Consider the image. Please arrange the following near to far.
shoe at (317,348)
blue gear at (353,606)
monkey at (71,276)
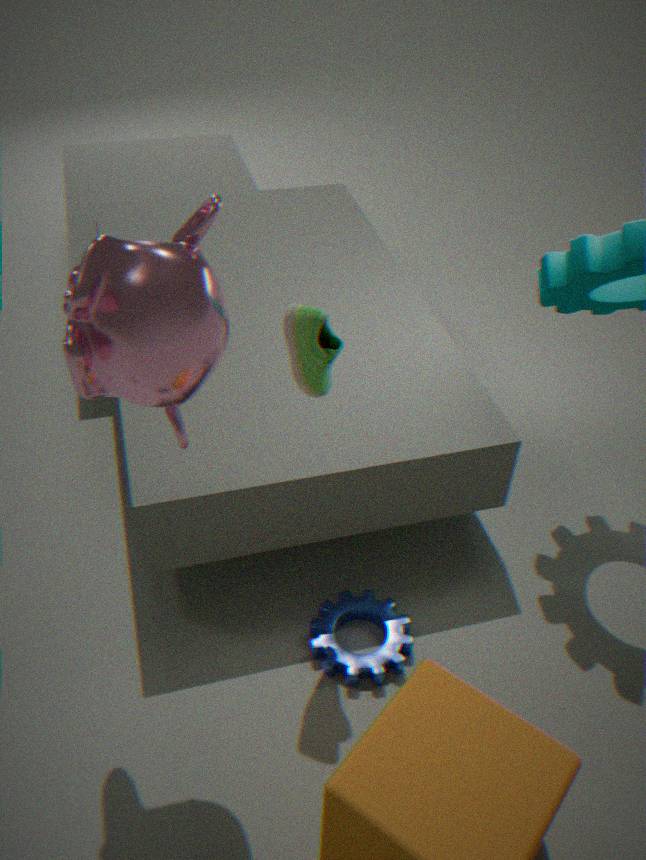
1. monkey at (71,276)
2. shoe at (317,348)
3. blue gear at (353,606)
